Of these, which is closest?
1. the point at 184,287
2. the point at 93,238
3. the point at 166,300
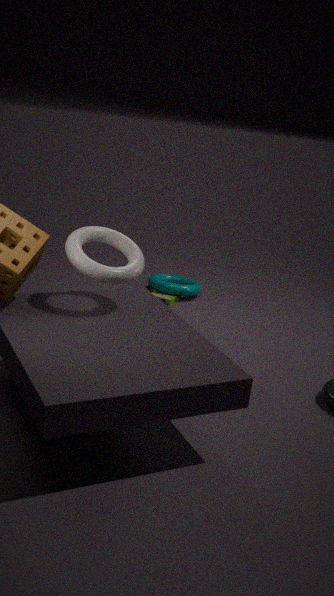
the point at 93,238
